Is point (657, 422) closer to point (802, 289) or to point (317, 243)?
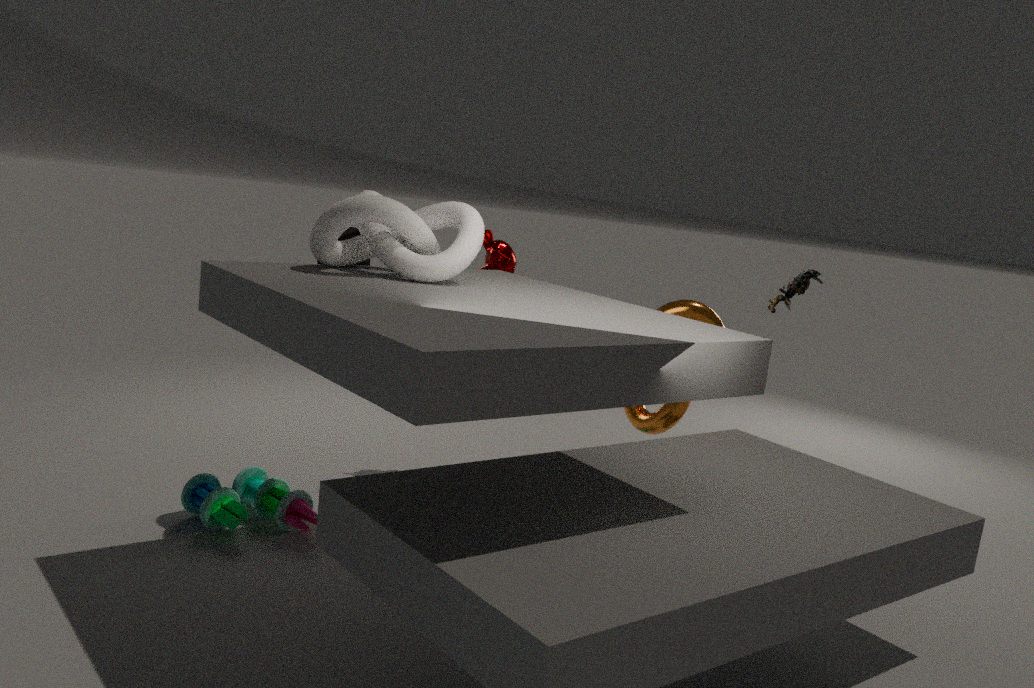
point (802, 289)
